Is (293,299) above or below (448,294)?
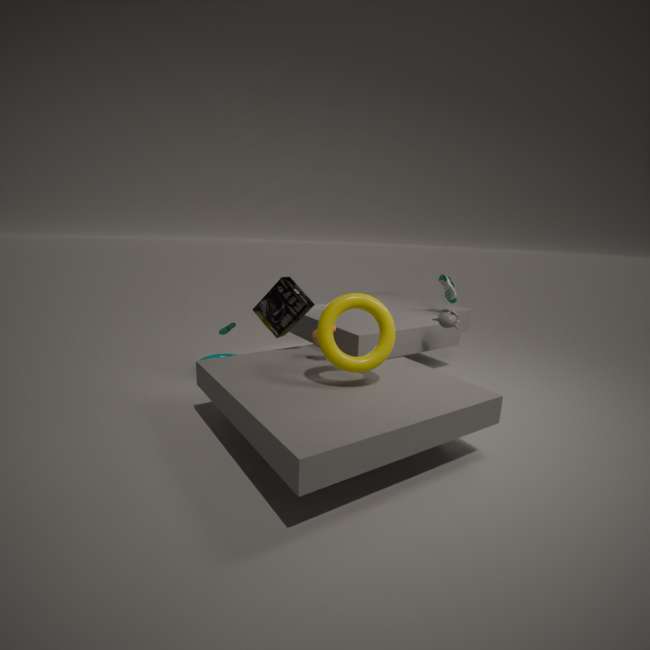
below
